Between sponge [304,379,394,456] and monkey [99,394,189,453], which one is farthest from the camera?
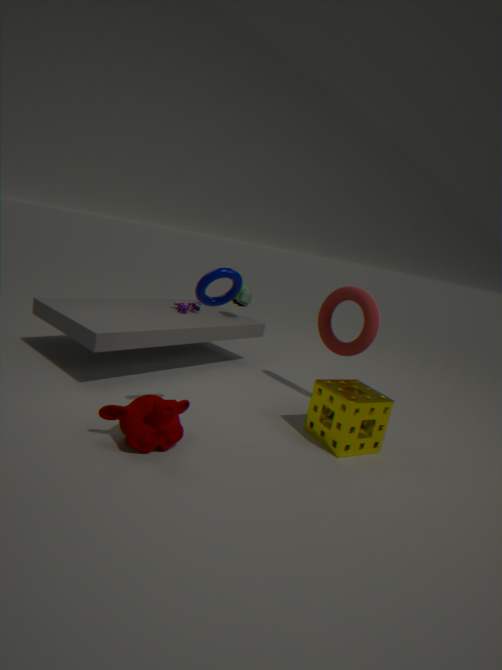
sponge [304,379,394,456]
